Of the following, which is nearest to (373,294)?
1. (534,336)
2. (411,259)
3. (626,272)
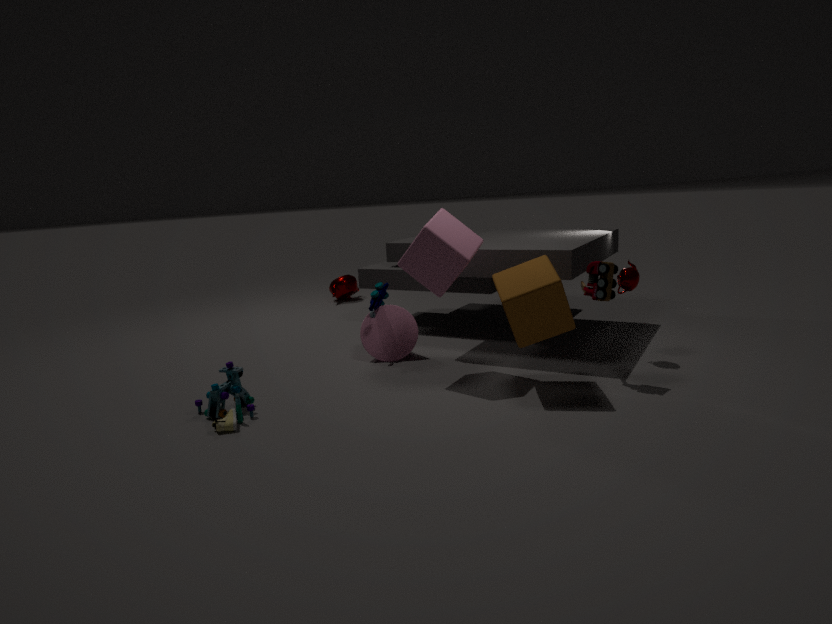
(411,259)
